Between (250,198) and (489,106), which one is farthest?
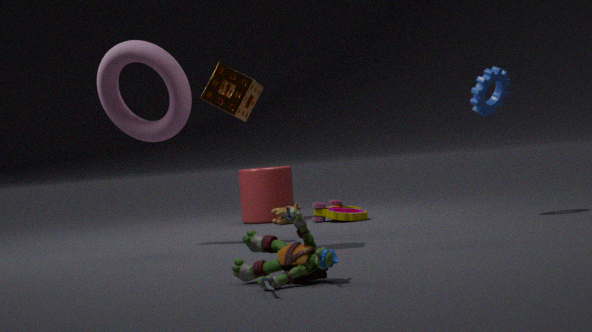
(250,198)
